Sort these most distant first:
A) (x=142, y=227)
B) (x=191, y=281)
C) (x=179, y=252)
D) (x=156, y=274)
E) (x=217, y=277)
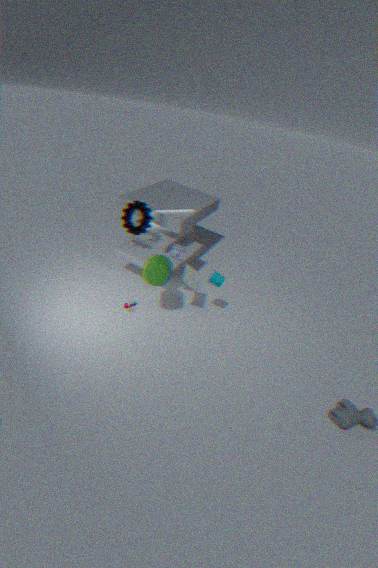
(x=142, y=227)
(x=191, y=281)
(x=179, y=252)
(x=217, y=277)
(x=156, y=274)
